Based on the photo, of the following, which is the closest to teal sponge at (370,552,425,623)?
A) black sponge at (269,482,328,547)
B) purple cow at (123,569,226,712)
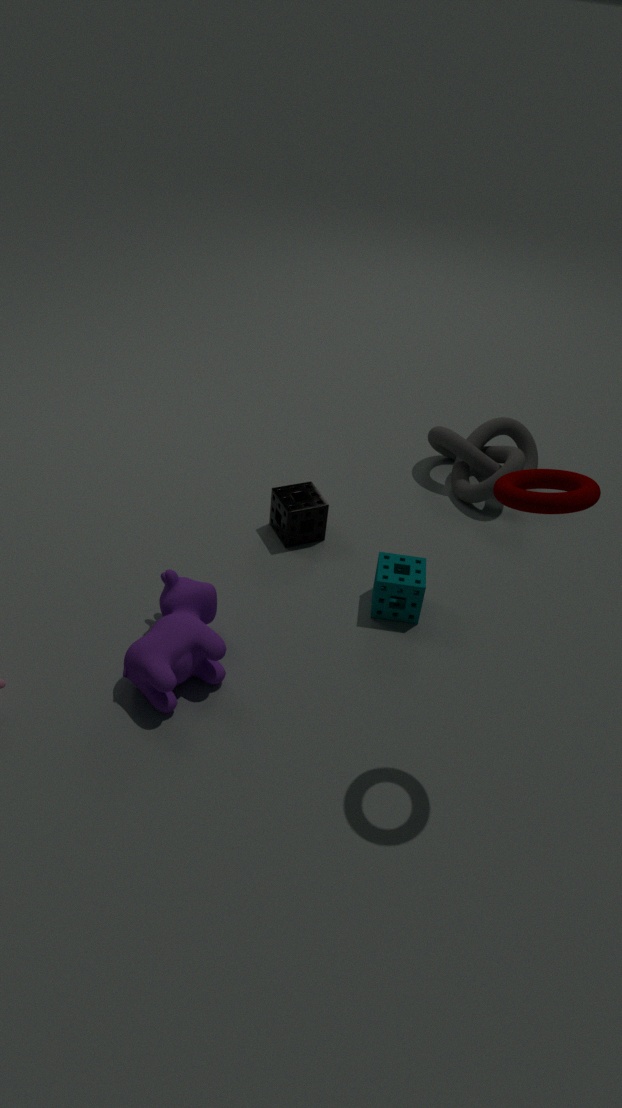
black sponge at (269,482,328,547)
